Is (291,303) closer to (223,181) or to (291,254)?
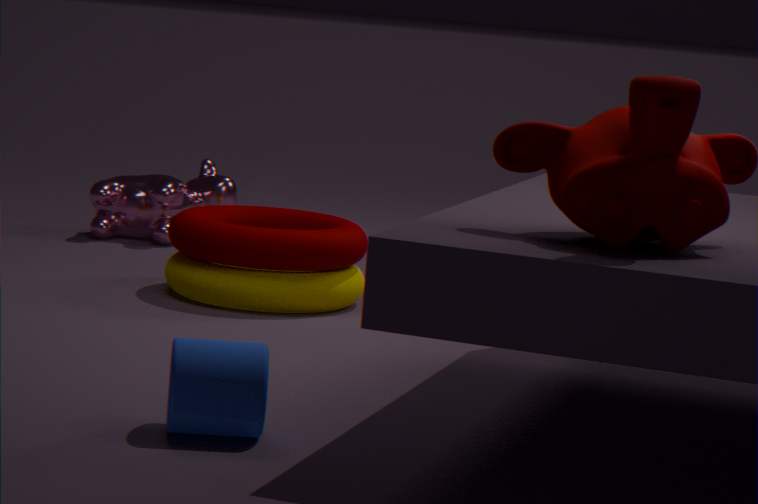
(291,254)
